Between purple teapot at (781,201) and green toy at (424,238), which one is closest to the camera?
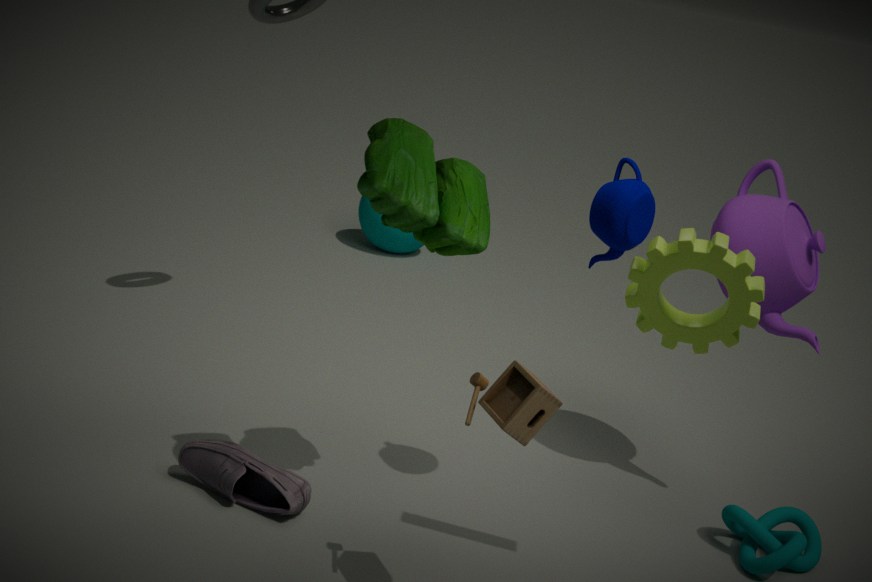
green toy at (424,238)
